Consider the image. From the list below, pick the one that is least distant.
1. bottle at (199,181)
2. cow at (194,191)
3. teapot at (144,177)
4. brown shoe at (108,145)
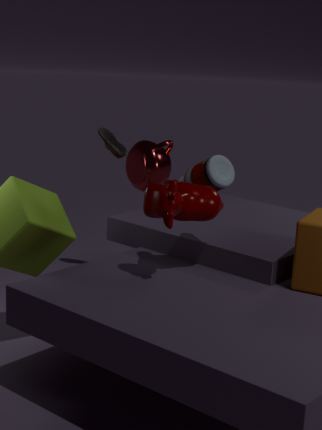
cow at (194,191)
